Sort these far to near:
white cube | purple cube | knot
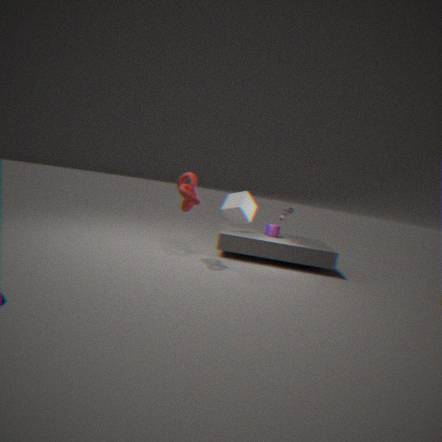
1. purple cube
2. white cube
3. knot
